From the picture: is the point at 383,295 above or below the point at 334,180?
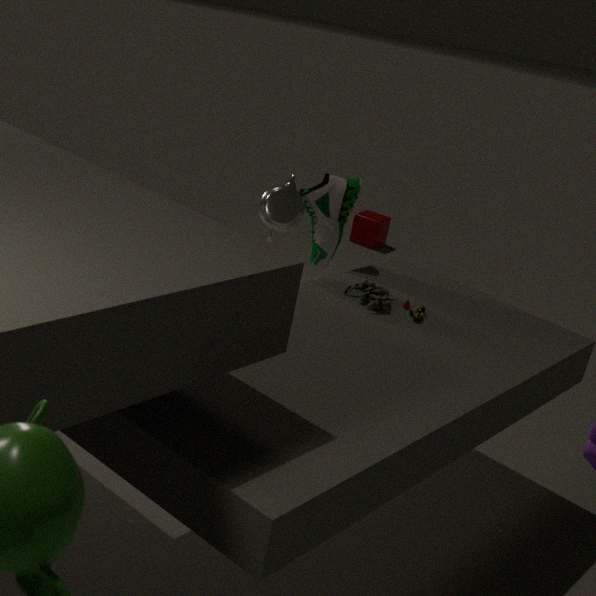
below
